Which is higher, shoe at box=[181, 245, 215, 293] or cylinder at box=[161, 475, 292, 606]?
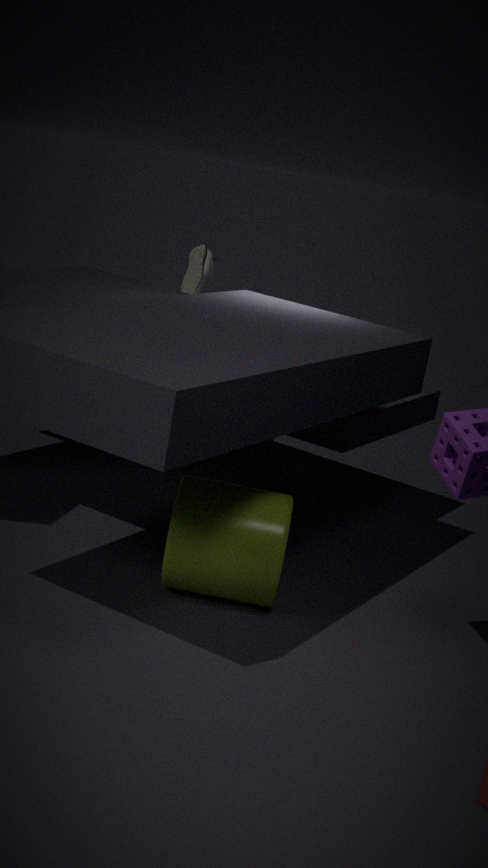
shoe at box=[181, 245, 215, 293]
